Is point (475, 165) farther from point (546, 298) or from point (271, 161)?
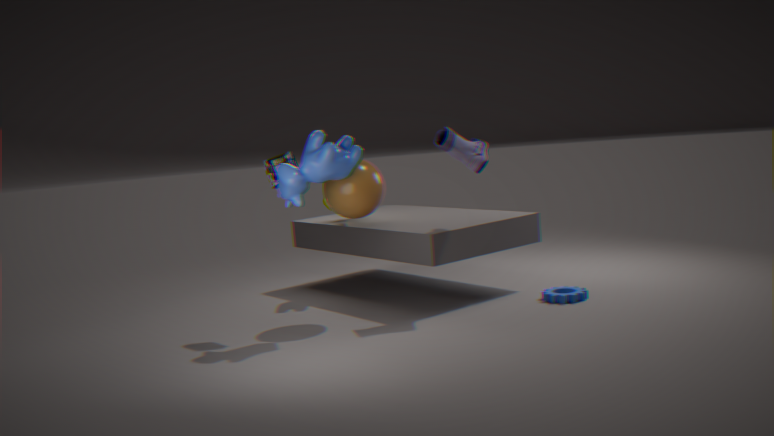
point (271, 161)
